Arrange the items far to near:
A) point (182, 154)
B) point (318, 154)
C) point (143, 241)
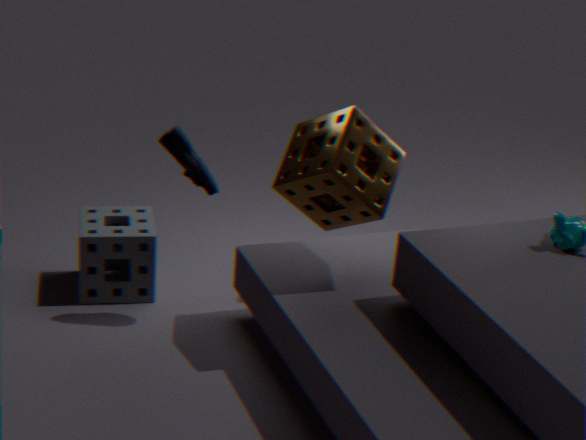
point (143, 241), point (182, 154), point (318, 154)
